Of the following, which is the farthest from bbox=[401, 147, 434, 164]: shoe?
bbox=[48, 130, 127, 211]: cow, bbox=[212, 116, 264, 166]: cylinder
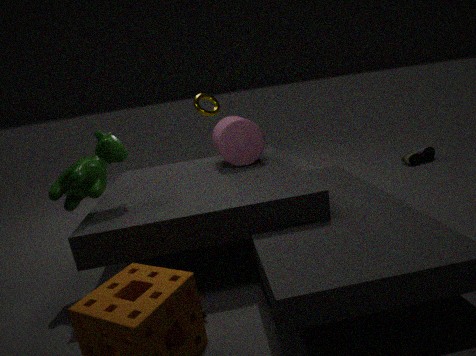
bbox=[48, 130, 127, 211]: cow
